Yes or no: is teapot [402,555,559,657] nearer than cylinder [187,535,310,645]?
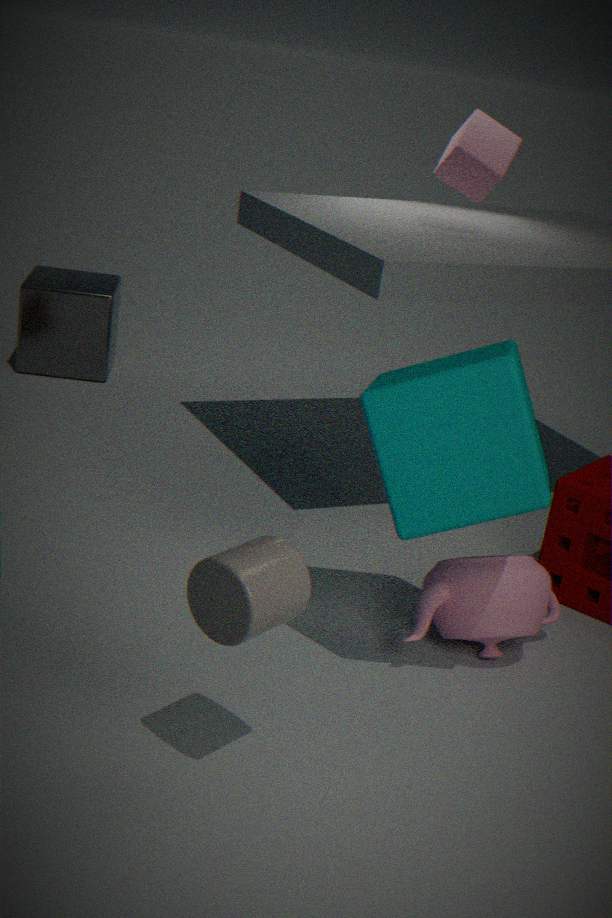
No
